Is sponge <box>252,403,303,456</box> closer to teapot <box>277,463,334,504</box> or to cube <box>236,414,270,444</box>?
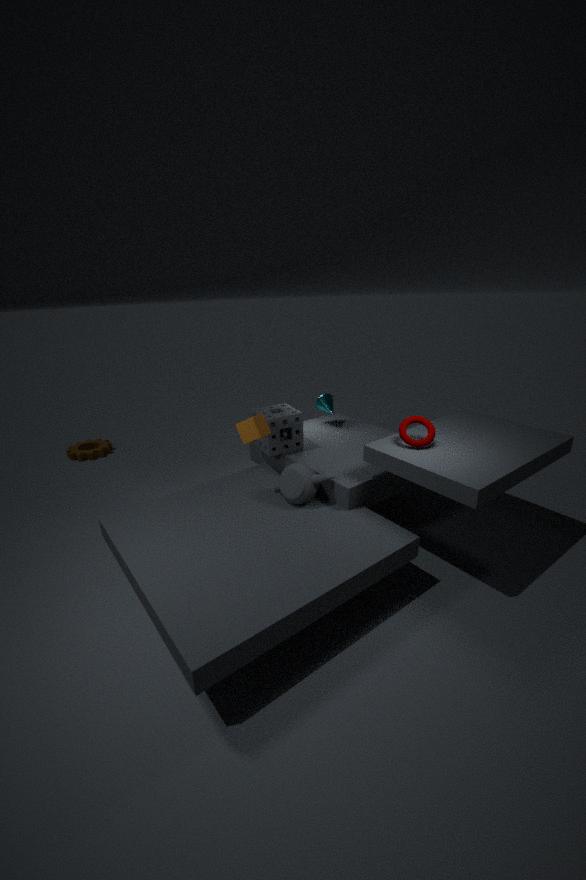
cube <box>236,414,270,444</box>
